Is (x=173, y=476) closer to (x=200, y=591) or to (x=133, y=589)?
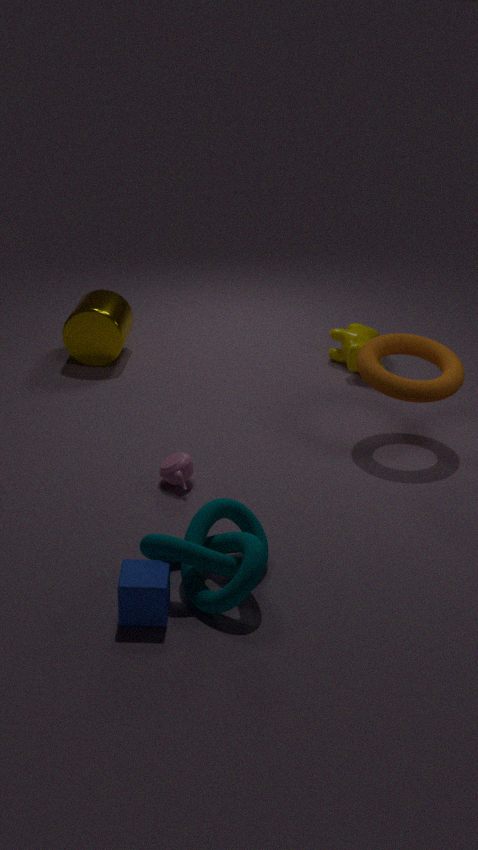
(x=200, y=591)
